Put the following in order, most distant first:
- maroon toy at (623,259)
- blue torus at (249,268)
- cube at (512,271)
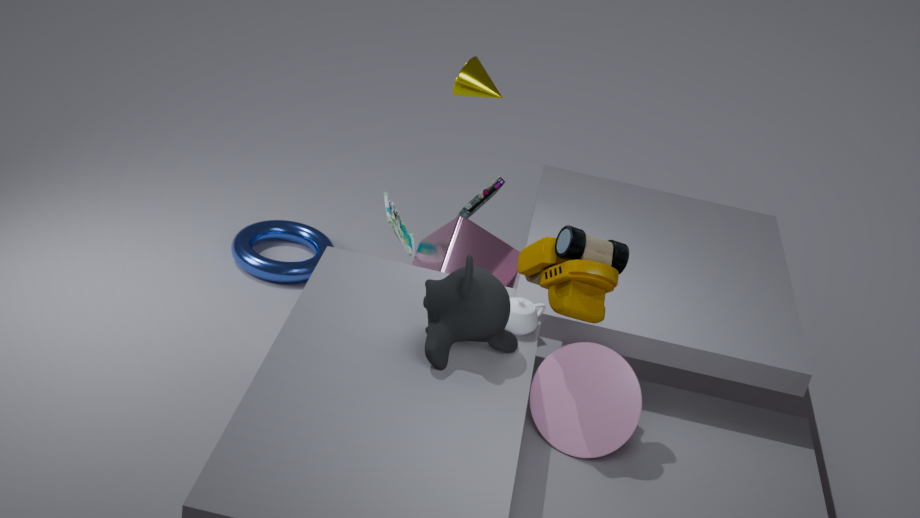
1. blue torus at (249,268)
2. cube at (512,271)
3. maroon toy at (623,259)
